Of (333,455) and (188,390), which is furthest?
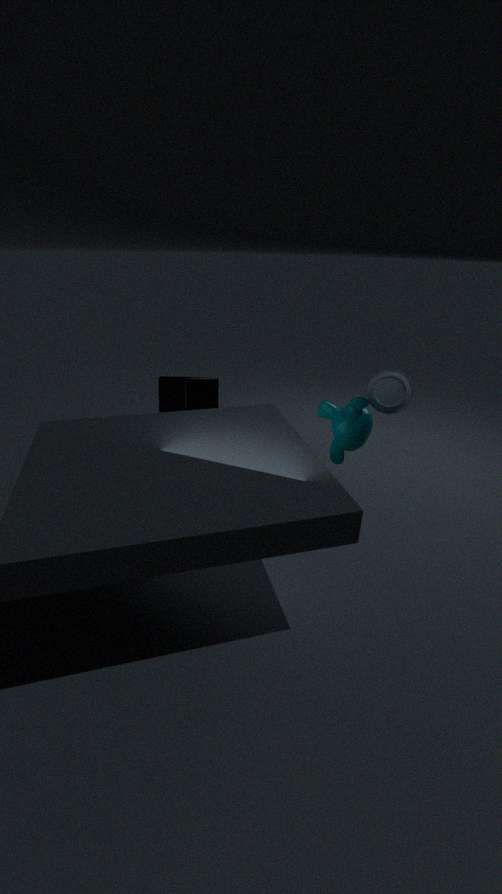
(188,390)
